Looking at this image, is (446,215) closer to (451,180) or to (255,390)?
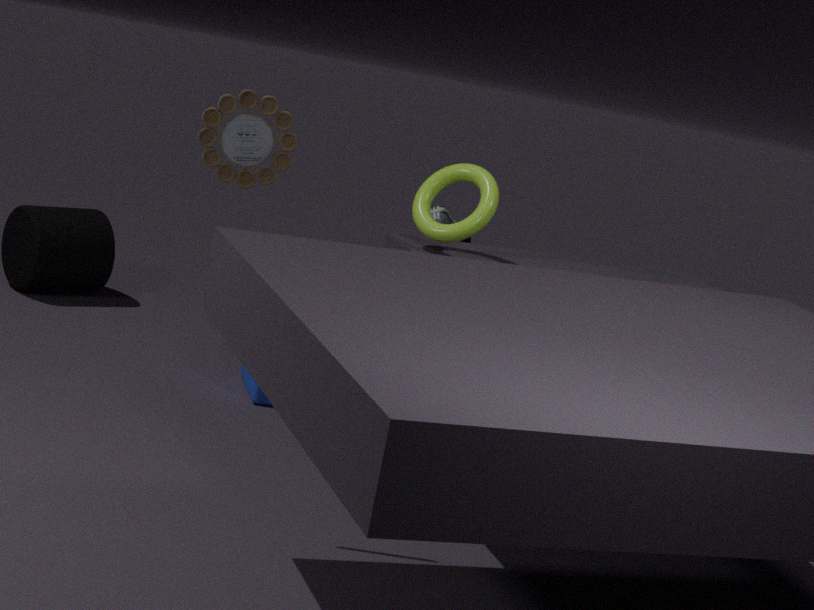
(255,390)
